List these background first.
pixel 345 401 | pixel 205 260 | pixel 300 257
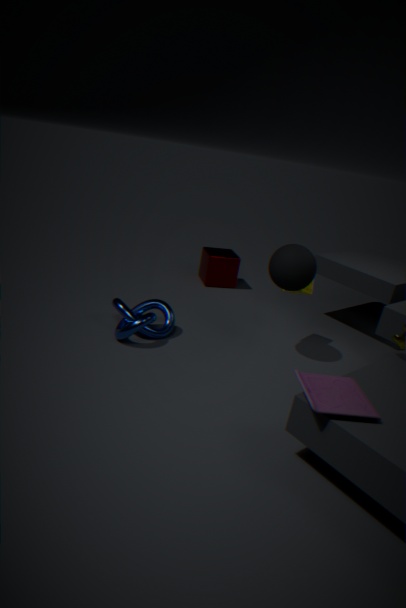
1. pixel 205 260
2. pixel 300 257
3. pixel 345 401
